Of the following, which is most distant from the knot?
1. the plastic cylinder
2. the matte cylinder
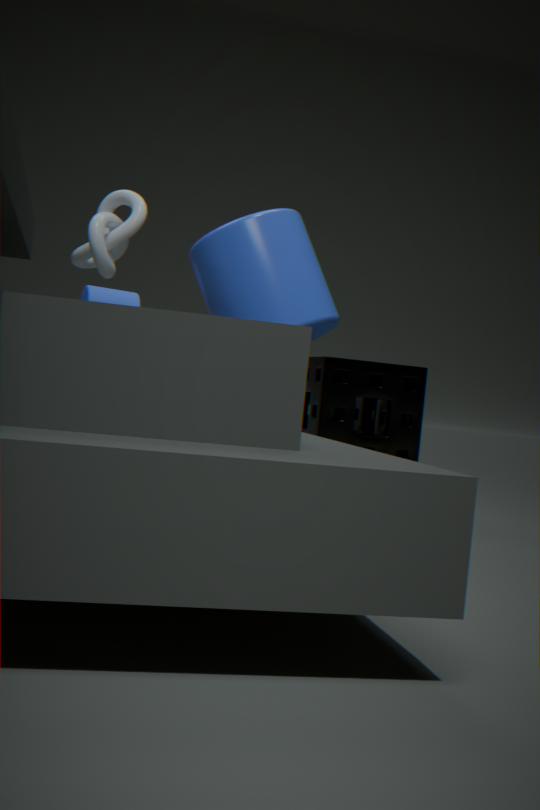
the matte cylinder
